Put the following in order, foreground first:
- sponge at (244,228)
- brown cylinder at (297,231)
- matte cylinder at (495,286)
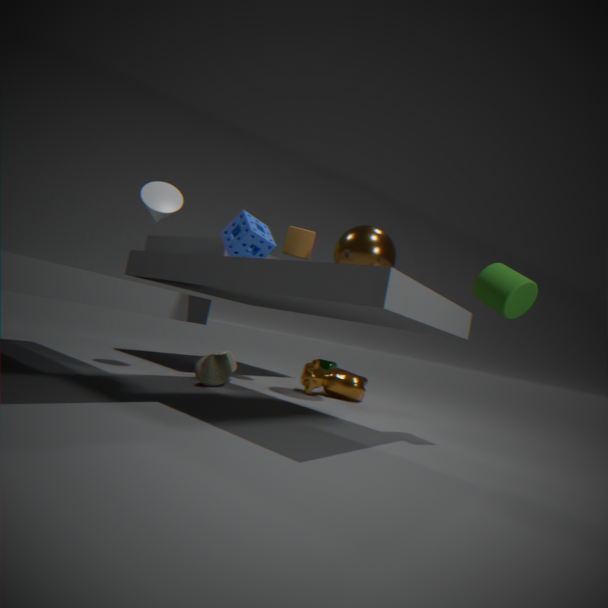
matte cylinder at (495,286) → sponge at (244,228) → brown cylinder at (297,231)
